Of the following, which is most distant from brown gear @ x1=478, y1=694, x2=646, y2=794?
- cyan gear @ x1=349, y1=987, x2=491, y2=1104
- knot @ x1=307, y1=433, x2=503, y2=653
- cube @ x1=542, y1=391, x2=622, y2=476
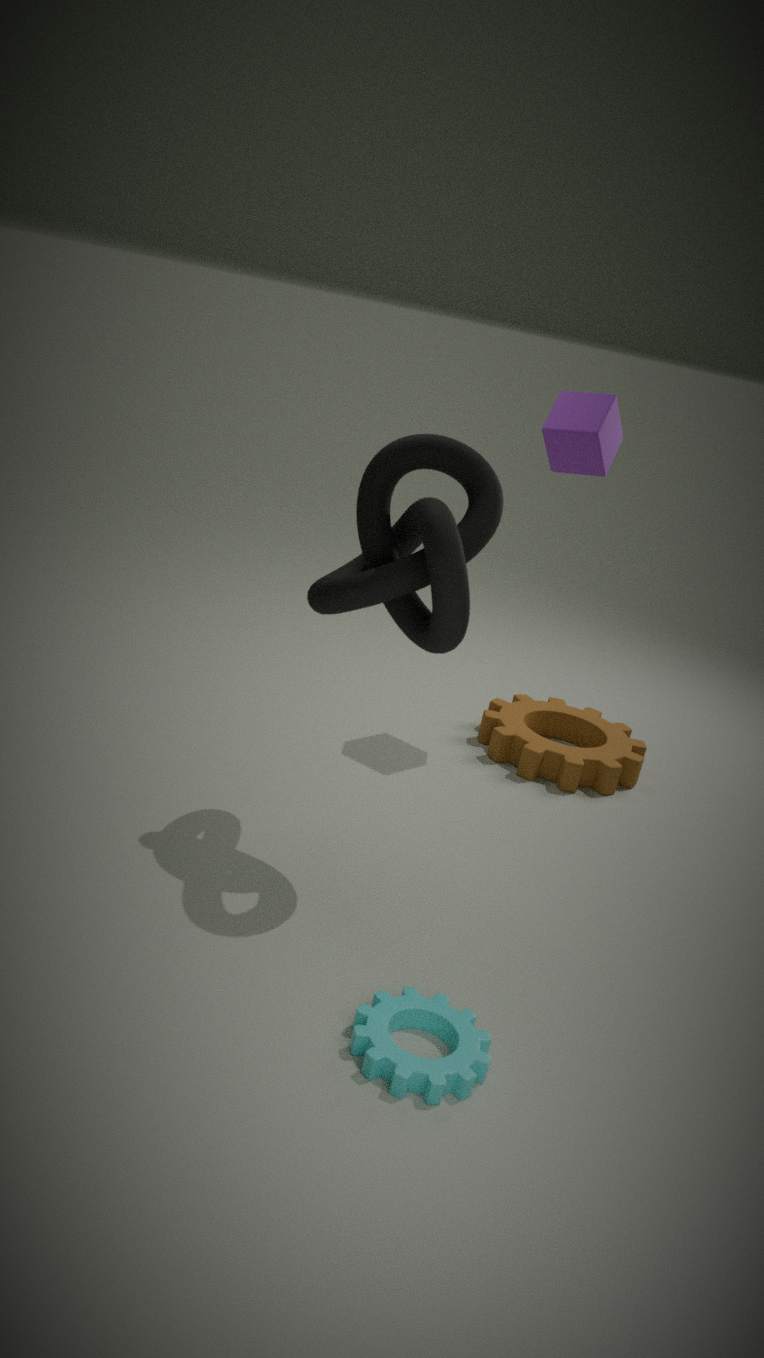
cyan gear @ x1=349, y1=987, x2=491, y2=1104
